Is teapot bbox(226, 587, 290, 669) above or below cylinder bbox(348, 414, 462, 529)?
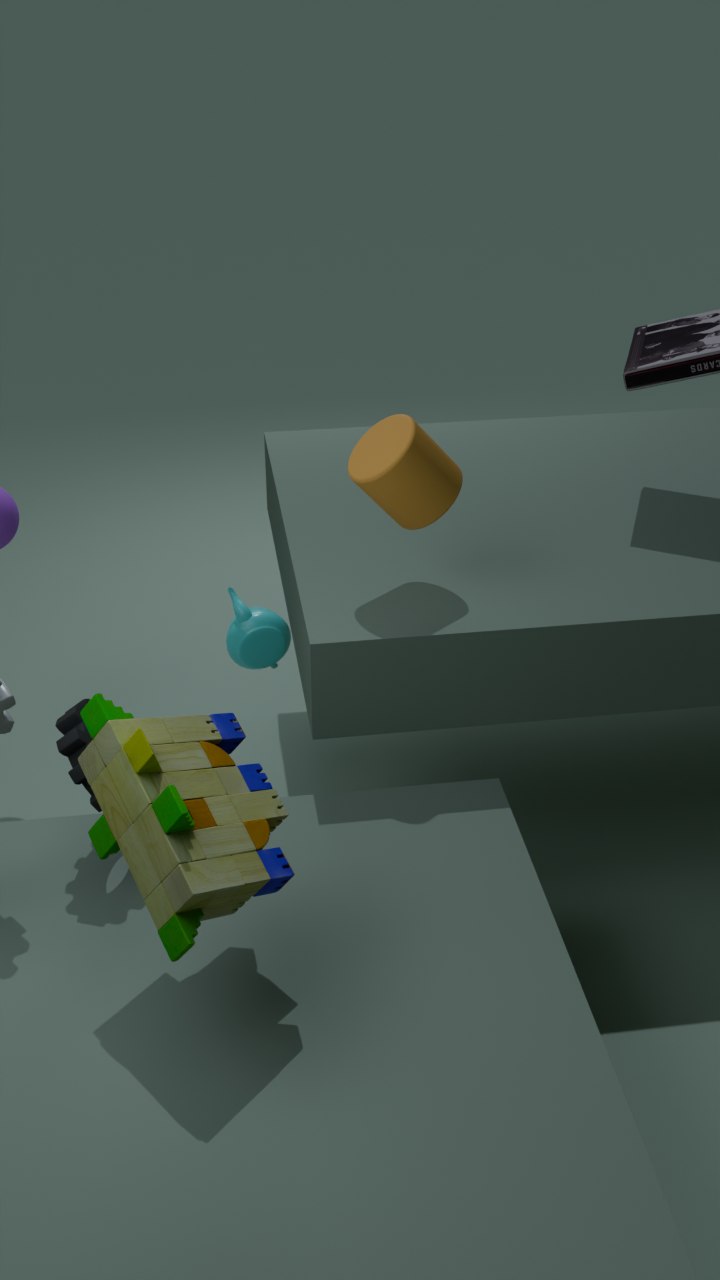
below
